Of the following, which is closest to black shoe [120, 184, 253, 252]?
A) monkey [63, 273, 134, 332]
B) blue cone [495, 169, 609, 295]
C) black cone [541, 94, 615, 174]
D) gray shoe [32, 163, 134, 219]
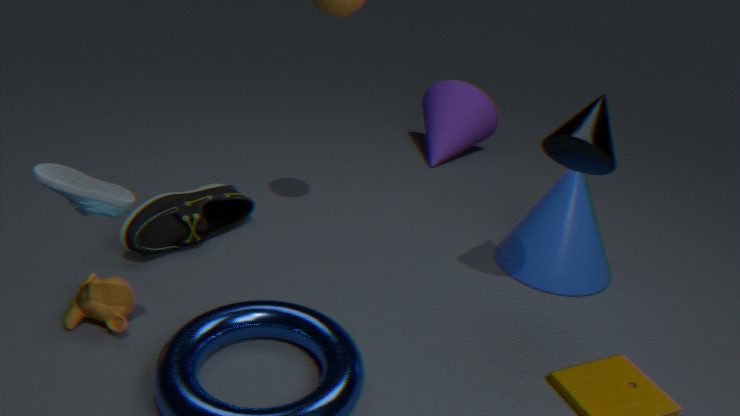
monkey [63, 273, 134, 332]
